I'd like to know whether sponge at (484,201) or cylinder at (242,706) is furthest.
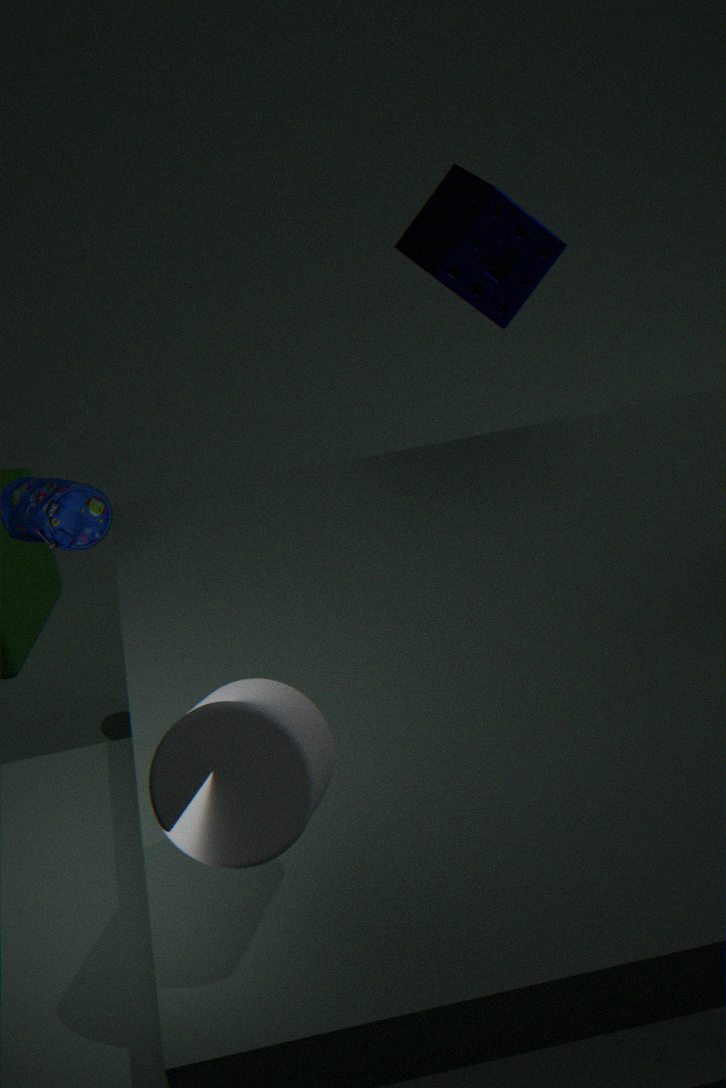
sponge at (484,201)
